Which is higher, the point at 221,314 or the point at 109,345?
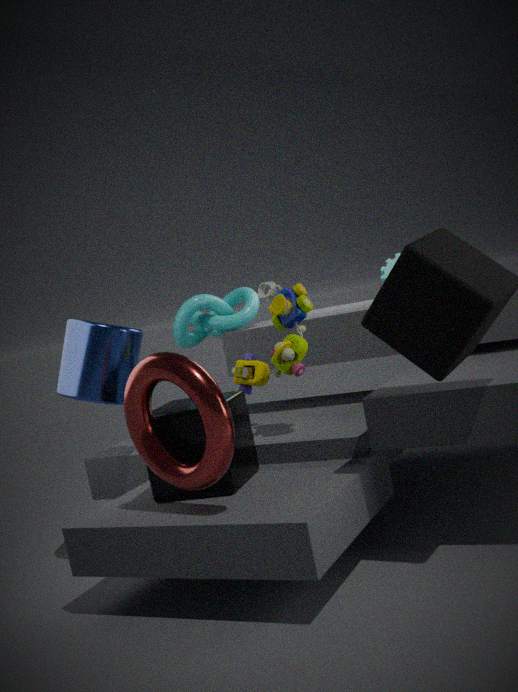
the point at 221,314
